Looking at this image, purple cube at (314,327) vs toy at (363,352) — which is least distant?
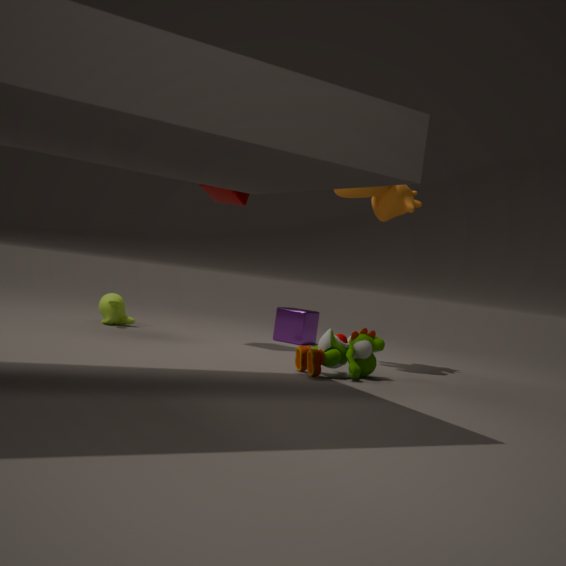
toy at (363,352)
